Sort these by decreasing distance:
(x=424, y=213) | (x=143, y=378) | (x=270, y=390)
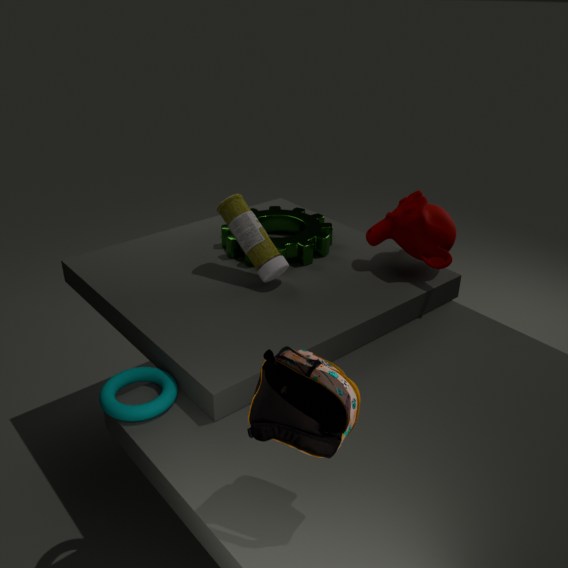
(x=424, y=213) < (x=143, y=378) < (x=270, y=390)
